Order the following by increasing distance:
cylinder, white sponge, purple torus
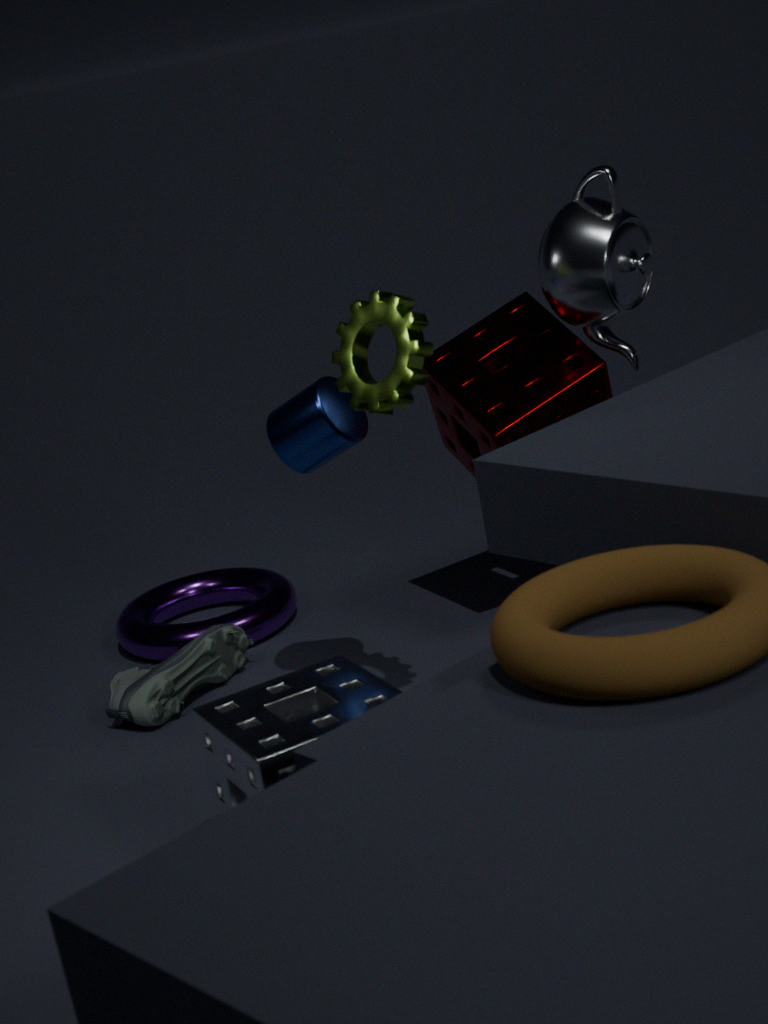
1. white sponge
2. cylinder
3. purple torus
